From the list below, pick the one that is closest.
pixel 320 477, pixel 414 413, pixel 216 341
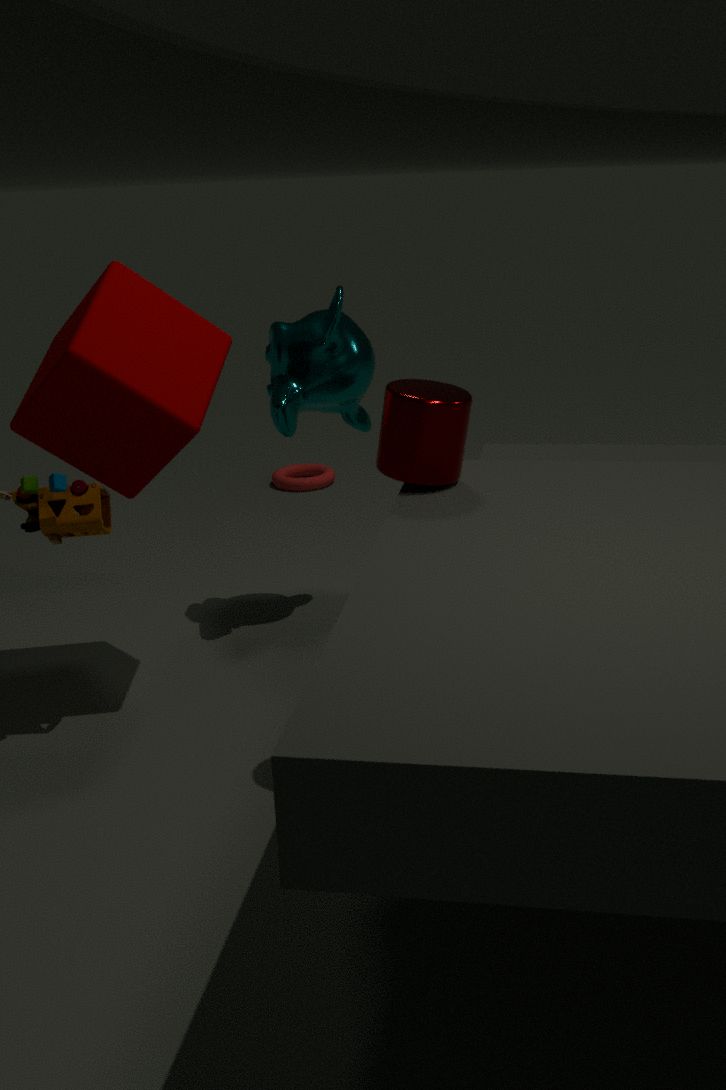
pixel 414 413
